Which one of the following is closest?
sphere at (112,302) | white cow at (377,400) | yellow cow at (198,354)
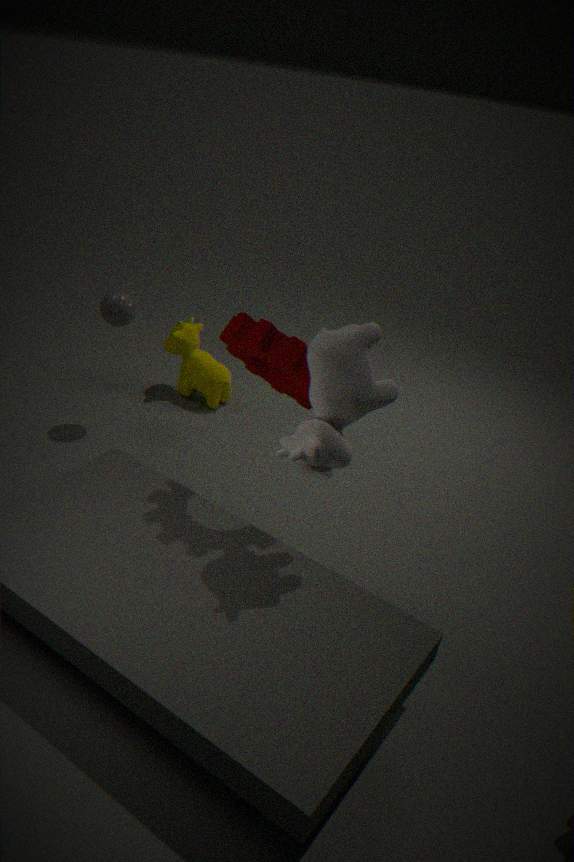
white cow at (377,400)
